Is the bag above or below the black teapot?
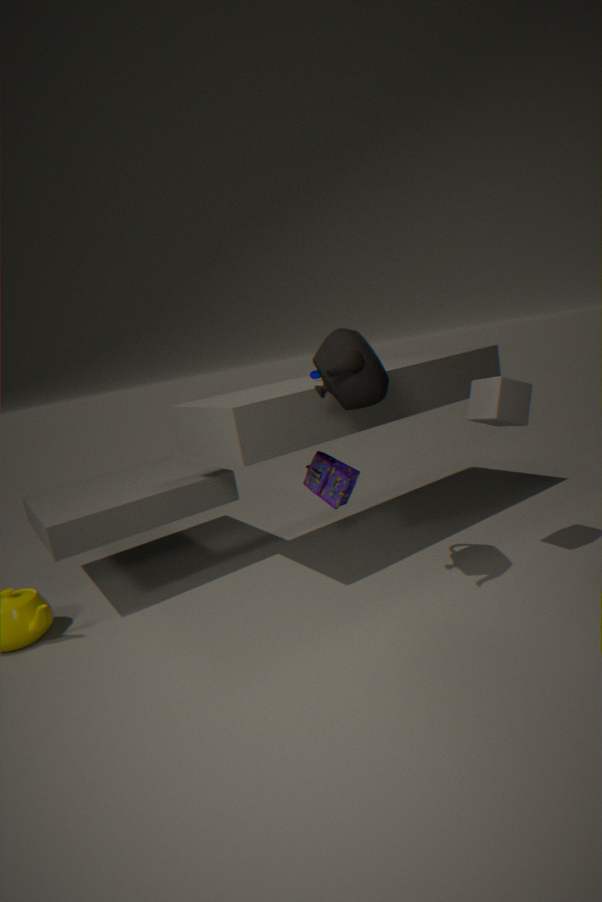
below
